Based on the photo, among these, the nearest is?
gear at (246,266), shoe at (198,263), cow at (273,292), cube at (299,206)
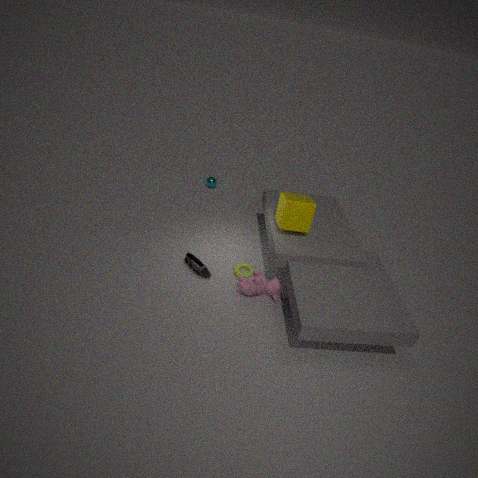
cow at (273,292)
